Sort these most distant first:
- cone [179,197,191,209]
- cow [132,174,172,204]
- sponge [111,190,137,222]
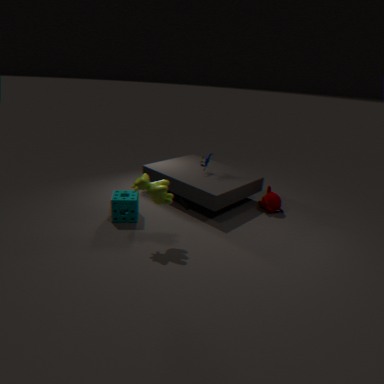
cone [179,197,191,209] → sponge [111,190,137,222] → cow [132,174,172,204]
